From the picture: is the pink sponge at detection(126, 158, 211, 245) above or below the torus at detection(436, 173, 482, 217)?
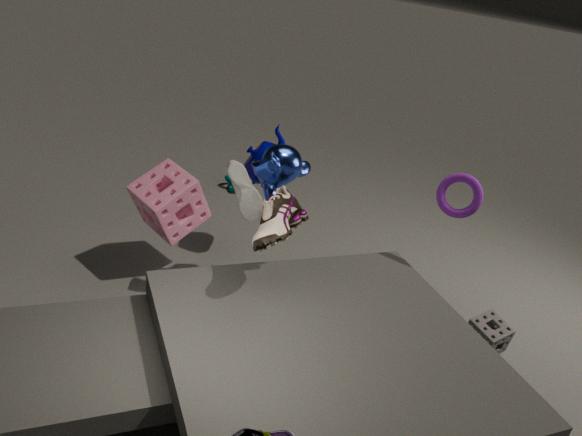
below
